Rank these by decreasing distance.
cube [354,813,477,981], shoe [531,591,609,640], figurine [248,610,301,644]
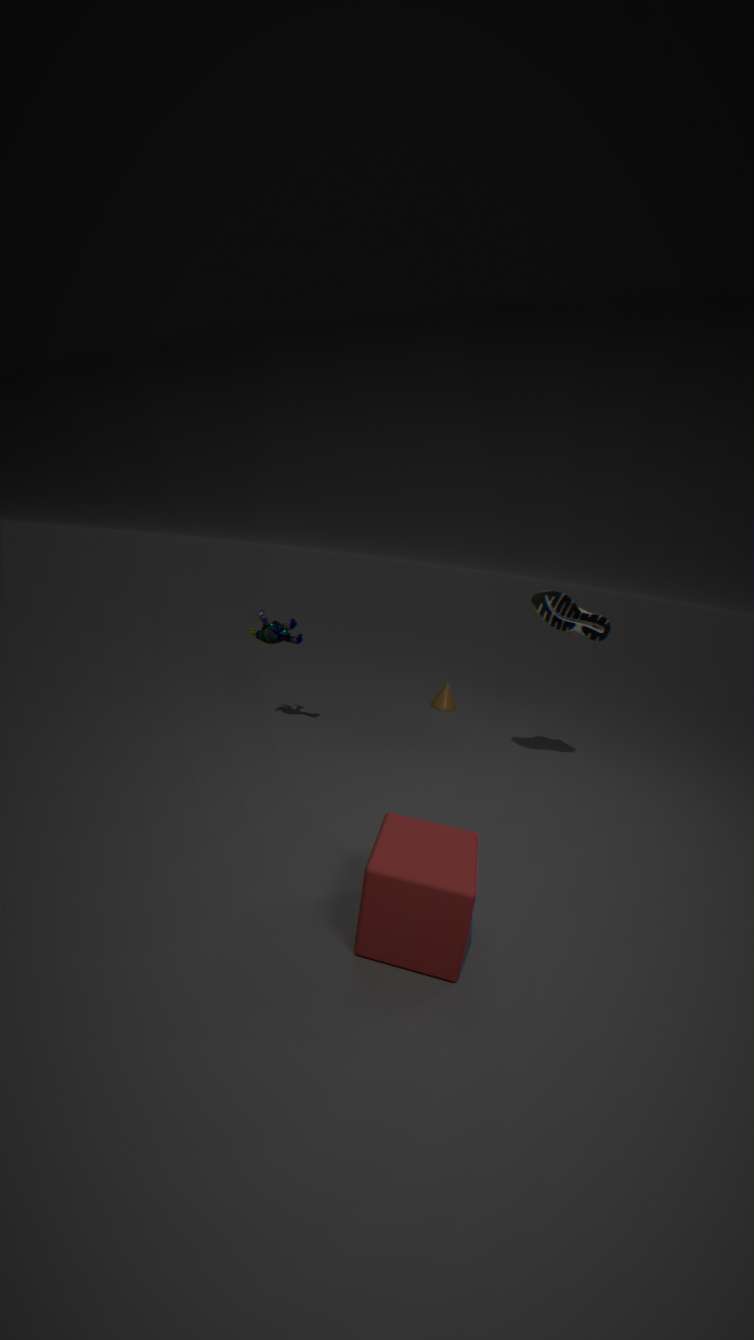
figurine [248,610,301,644] → shoe [531,591,609,640] → cube [354,813,477,981]
